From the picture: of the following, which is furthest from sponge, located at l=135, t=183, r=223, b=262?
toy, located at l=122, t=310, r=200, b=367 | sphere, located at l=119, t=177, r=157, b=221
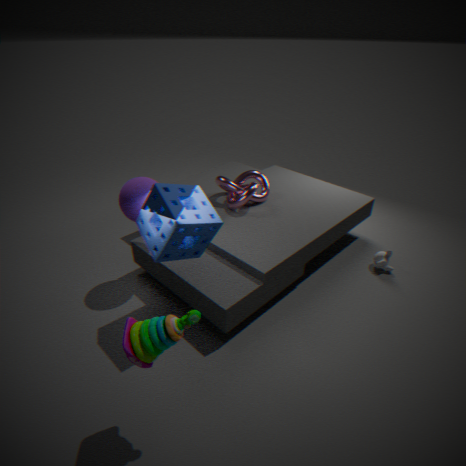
toy, located at l=122, t=310, r=200, b=367
